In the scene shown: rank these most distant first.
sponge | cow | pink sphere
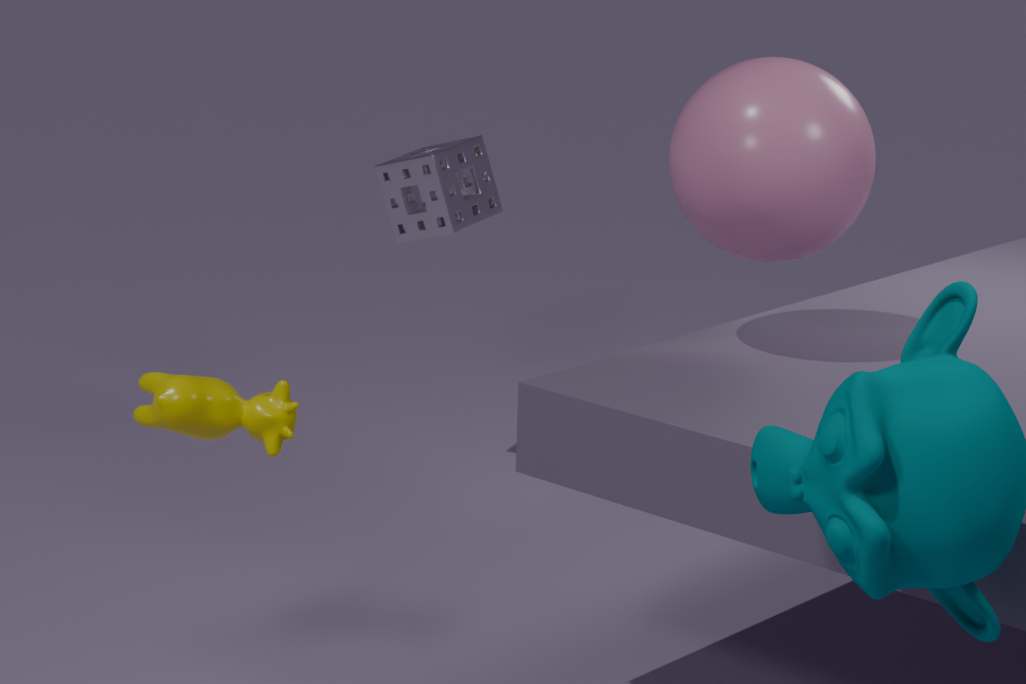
sponge, pink sphere, cow
